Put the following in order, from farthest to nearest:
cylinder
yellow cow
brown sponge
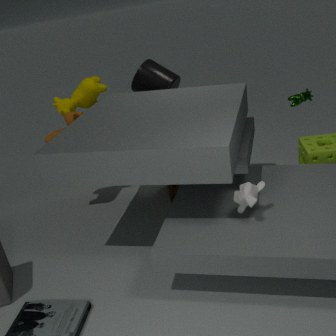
cylinder
yellow cow
brown sponge
